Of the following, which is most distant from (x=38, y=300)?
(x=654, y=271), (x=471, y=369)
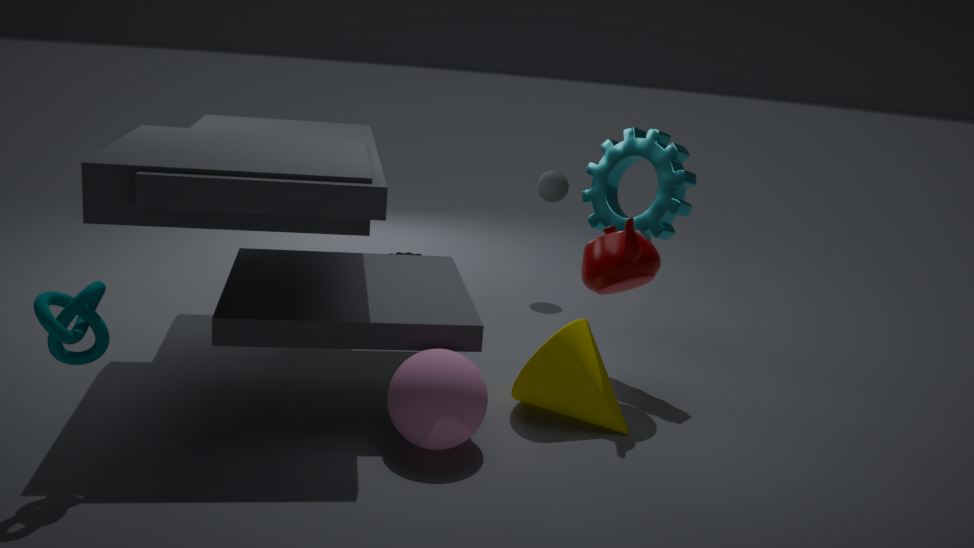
(x=654, y=271)
